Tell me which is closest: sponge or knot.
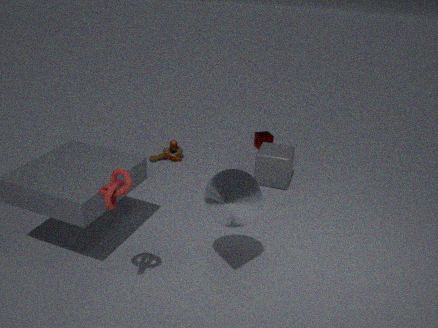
knot
